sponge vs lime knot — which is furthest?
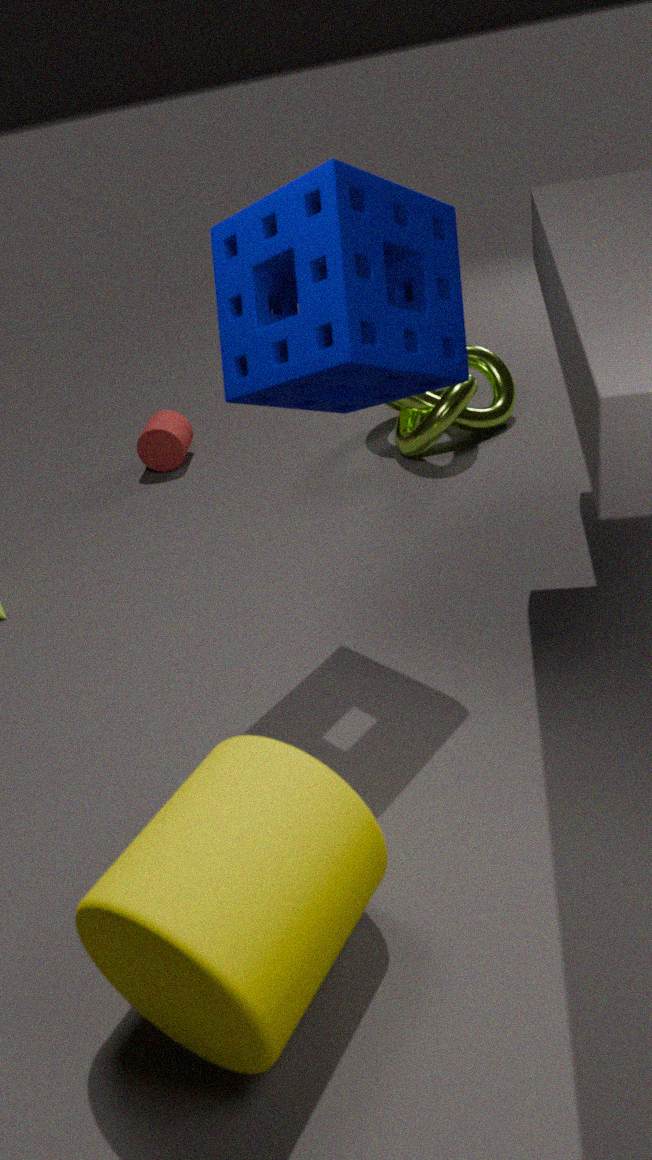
lime knot
